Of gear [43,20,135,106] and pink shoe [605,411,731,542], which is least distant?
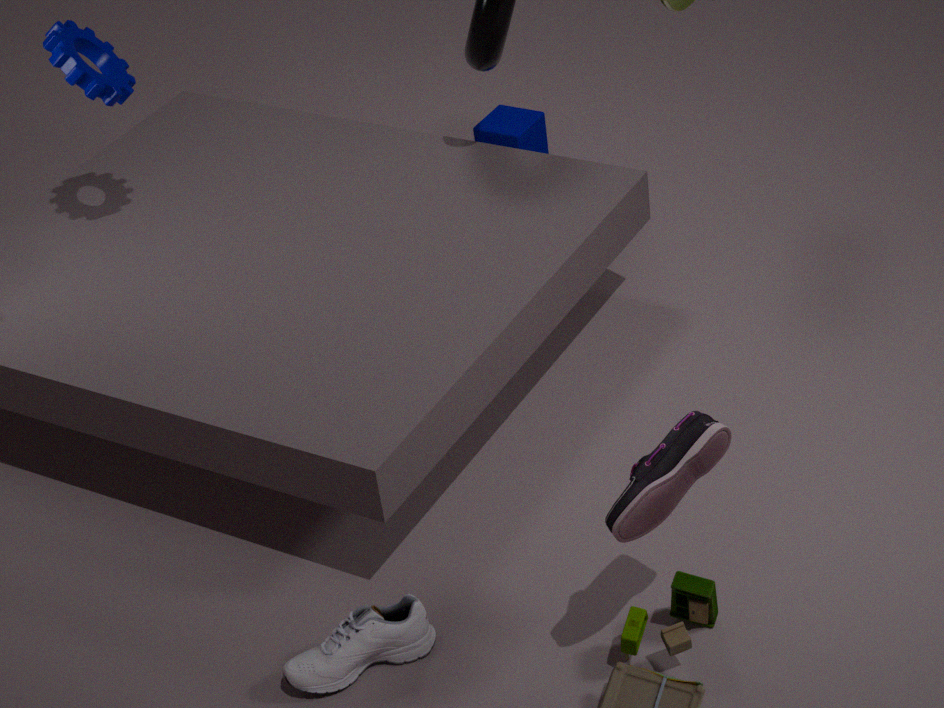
pink shoe [605,411,731,542]
